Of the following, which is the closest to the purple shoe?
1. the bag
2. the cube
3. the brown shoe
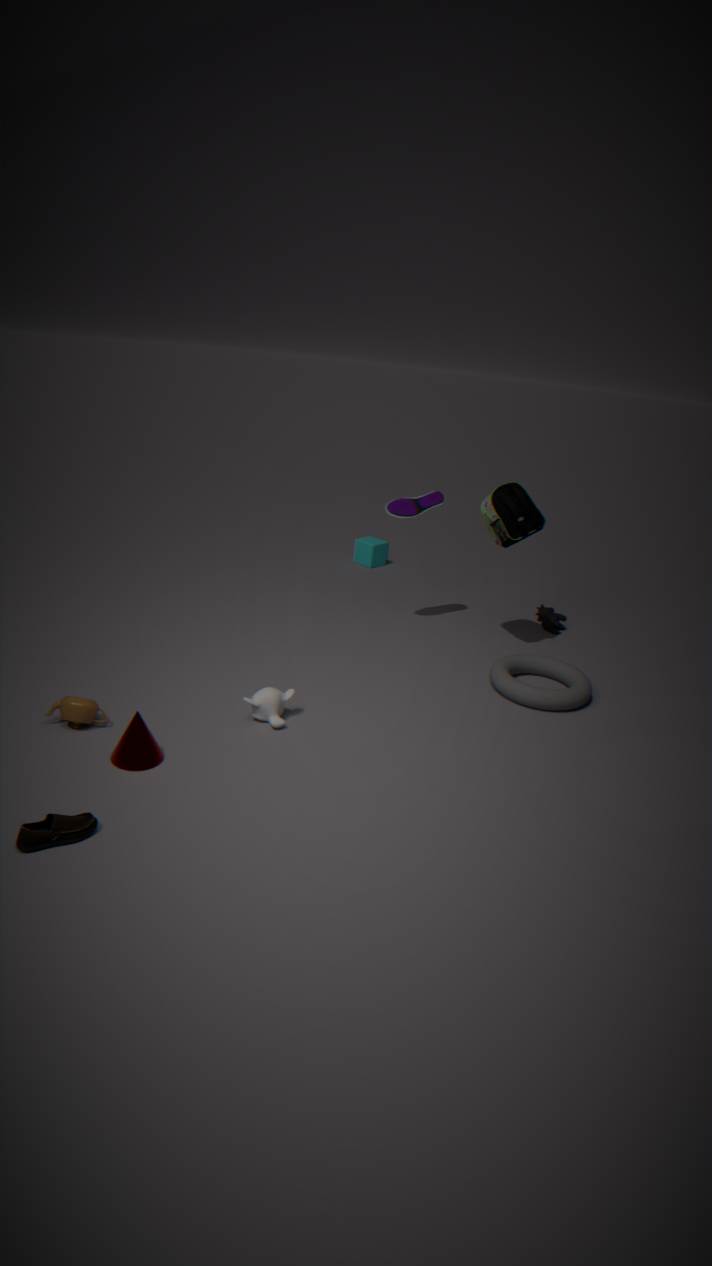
the bag
